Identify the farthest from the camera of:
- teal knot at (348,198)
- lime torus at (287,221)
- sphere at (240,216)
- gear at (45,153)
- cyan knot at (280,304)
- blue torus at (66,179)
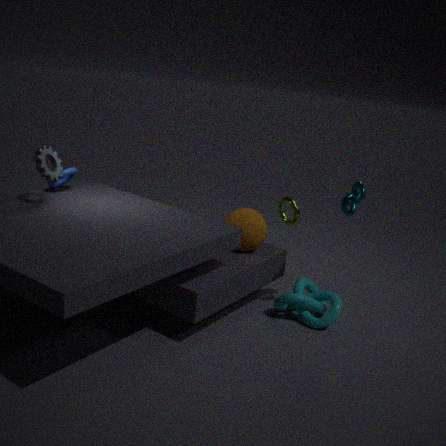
lime torus at (287,221)
